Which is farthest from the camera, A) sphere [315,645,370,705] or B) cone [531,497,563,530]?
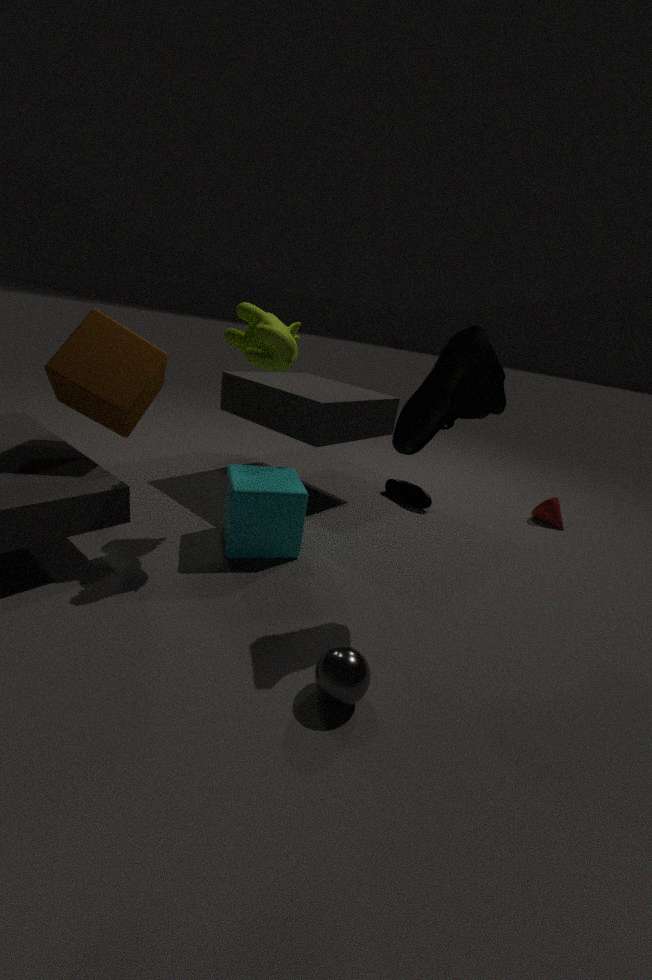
B. cone [531,497,563,530]
